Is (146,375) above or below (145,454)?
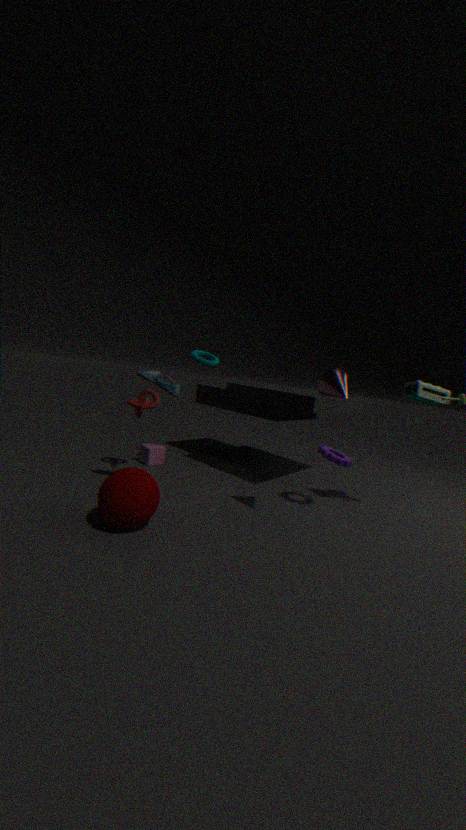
above
